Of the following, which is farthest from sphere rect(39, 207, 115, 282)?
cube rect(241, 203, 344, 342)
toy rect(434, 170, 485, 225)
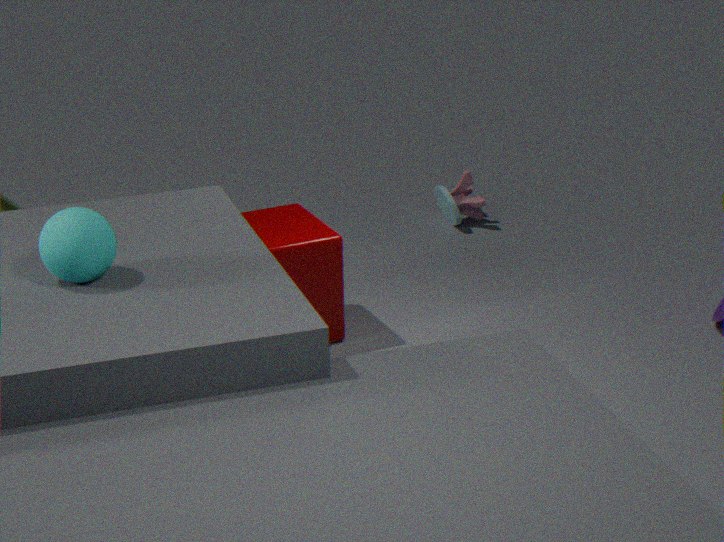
toy rect(434, 170, 485, 225)
